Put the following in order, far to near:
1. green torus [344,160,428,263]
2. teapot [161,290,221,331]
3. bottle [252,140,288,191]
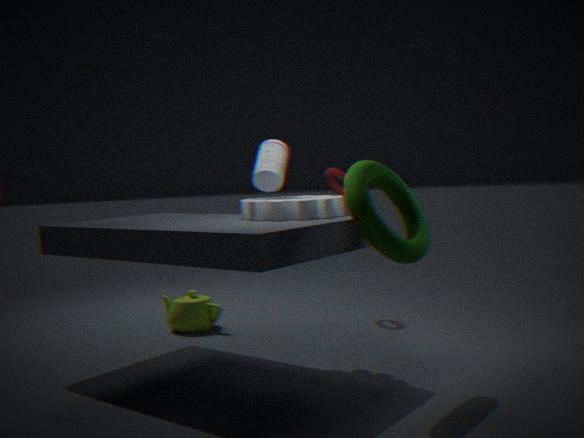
teapot [161,290,221,331], bottle [252,140,288,191], green torus [344,160,428,263]
